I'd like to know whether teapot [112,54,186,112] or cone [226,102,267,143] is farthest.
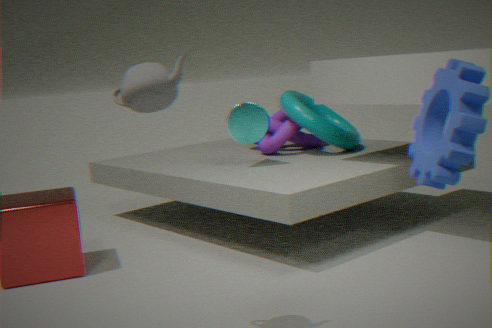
cone [226,102,267,143]
